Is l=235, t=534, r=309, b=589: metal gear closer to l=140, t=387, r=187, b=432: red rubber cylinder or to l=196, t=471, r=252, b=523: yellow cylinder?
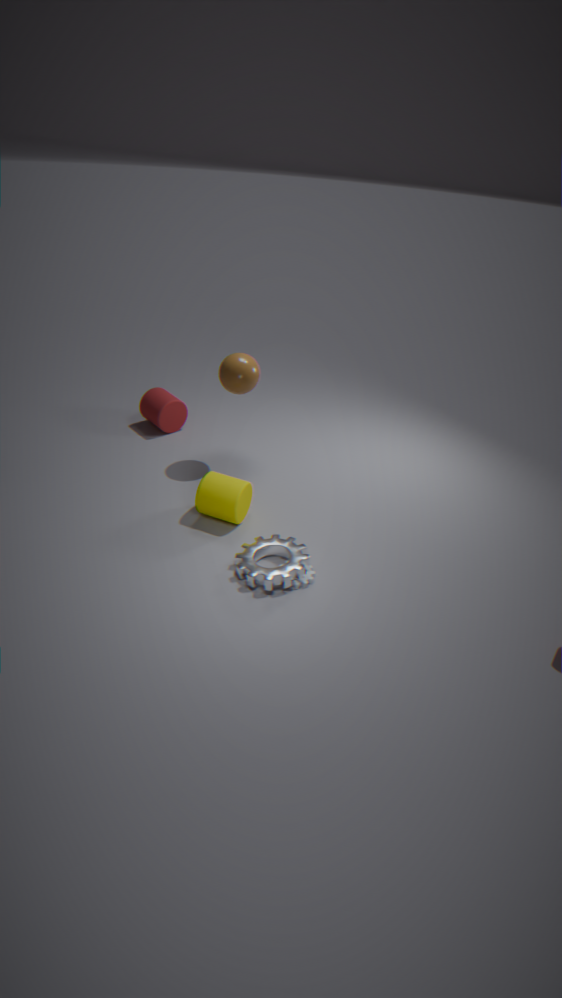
l=196, t=471, r=252, b=523: yellow cylinder
